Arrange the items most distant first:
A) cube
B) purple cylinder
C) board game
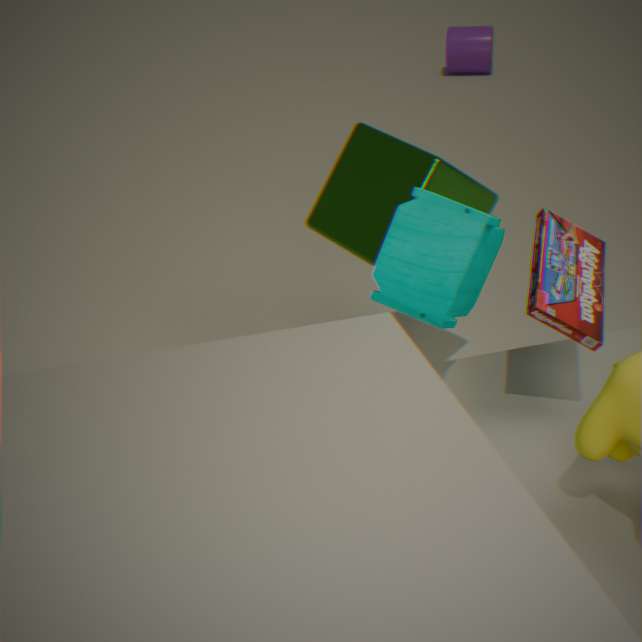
purple cylinder
cube
board game
